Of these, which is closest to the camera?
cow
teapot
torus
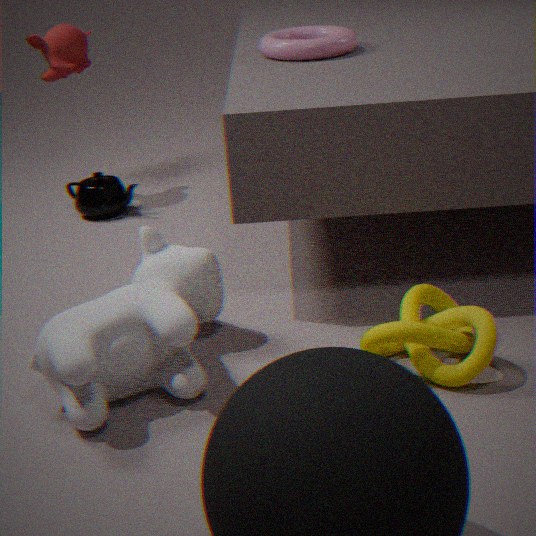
cow
